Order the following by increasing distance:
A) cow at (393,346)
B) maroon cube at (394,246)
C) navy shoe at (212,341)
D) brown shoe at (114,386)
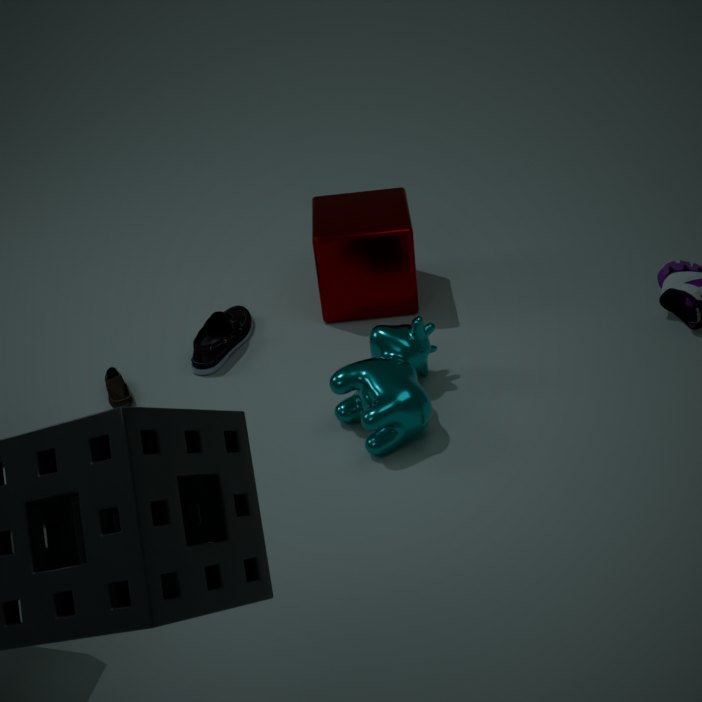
cow at (393,346)
brown shoe at (114,386)
navy shoe at (212,341)
maroon cube at (394,246)
